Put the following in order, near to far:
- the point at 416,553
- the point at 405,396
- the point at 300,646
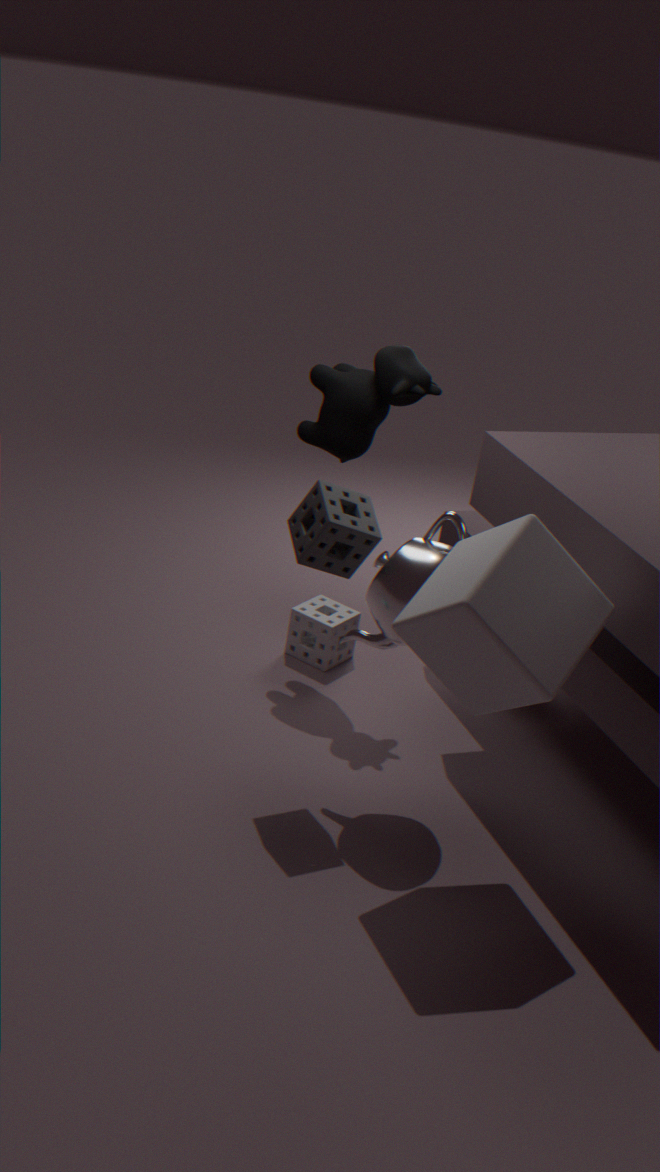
the point at 416,553
the point at 405,396
the point at 300,646
